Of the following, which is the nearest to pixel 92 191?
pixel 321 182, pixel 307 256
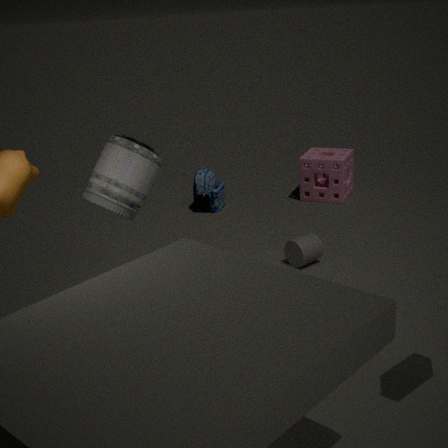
pixel 307 256
